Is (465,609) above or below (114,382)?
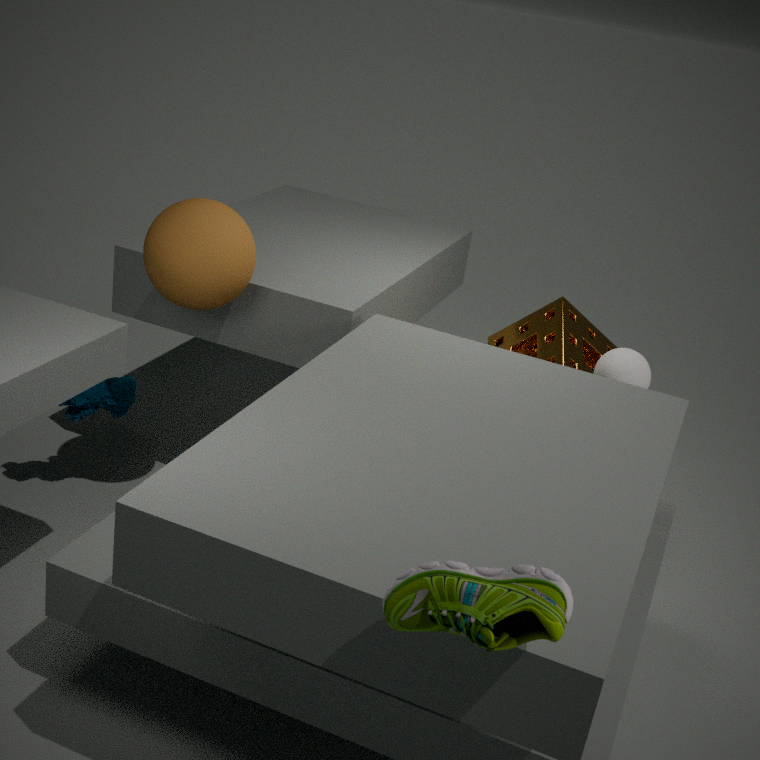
above
